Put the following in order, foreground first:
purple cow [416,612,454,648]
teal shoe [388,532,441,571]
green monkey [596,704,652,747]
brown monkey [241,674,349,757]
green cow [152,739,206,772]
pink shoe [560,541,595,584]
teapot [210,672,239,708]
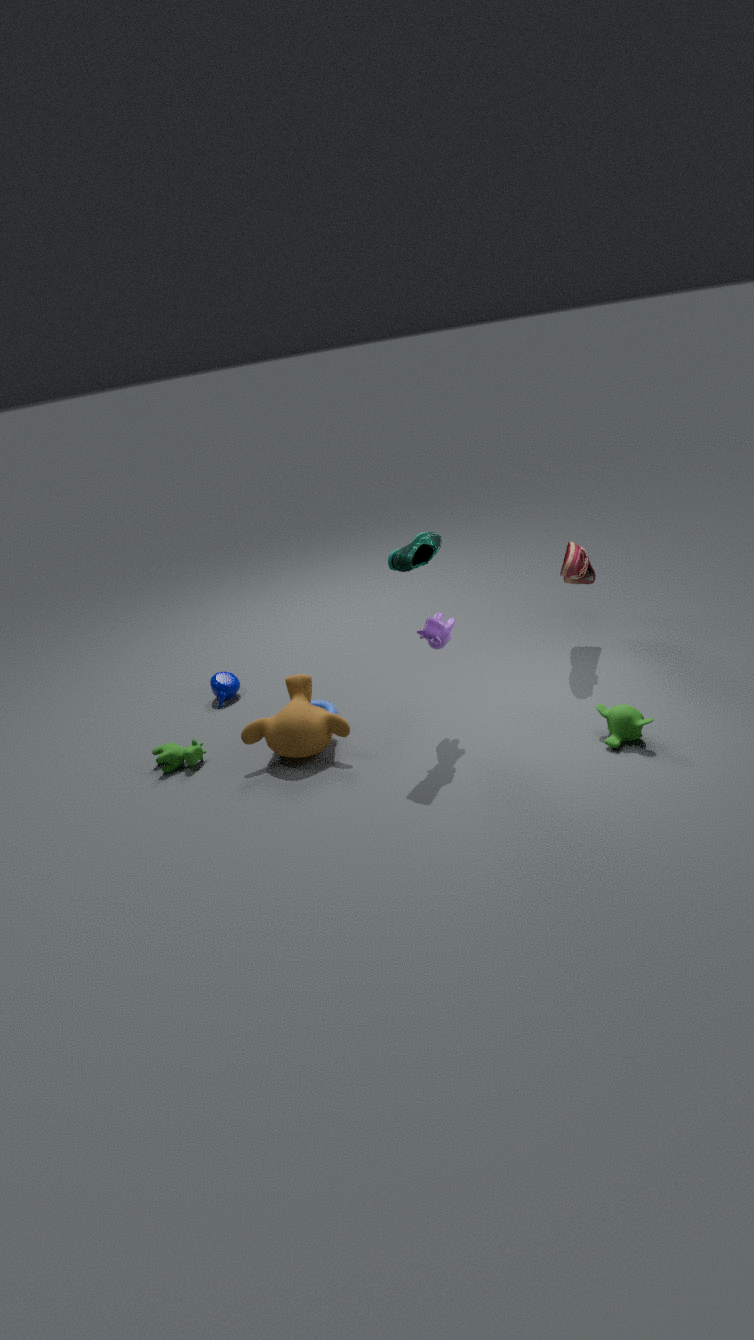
teal shoe [388,532,441,571] → green monkey [596,704,652,747] → purple cow [416,612,454,648] → brown monkey [241,674,349,757] → green cow [152,739,206,772] → pink shoe [560,541,595,584] → teapot [210,672,239,708]
